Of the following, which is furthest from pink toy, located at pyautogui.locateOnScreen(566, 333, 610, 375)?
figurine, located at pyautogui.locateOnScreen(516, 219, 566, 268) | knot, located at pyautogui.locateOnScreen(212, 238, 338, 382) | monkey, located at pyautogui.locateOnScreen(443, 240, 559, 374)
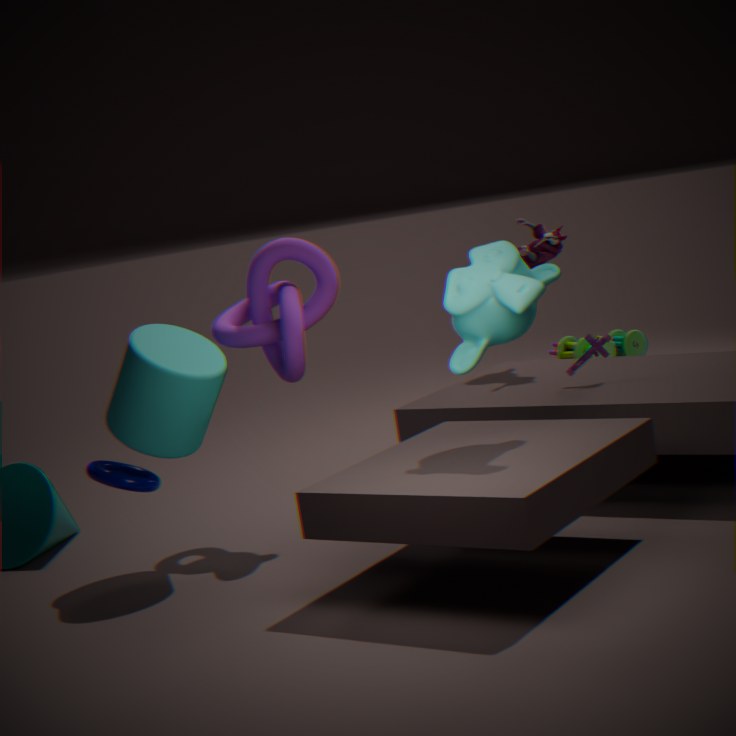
knot, located at pyautogui.locateOnScreen(212, 238, 338, 382)
